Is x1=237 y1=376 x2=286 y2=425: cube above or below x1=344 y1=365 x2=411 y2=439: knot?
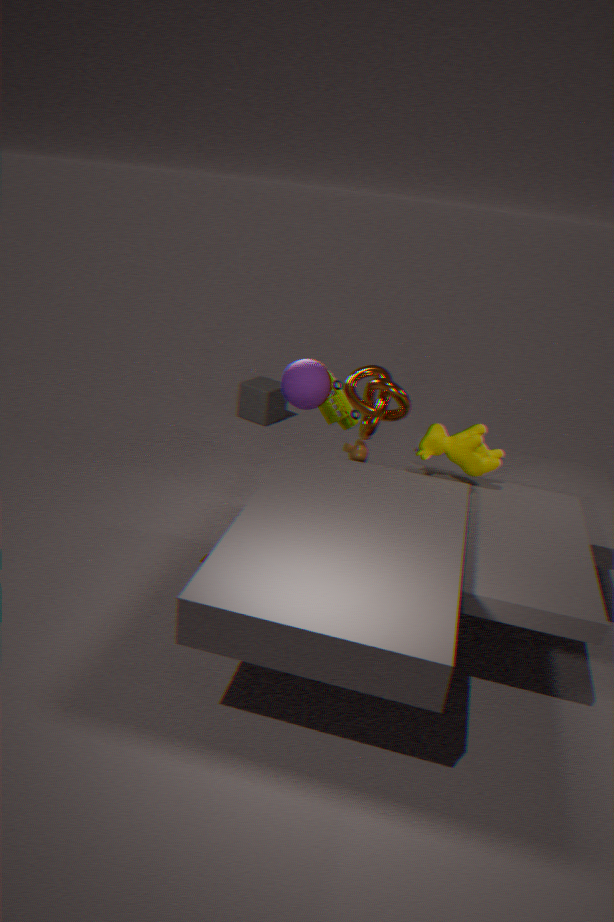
below
